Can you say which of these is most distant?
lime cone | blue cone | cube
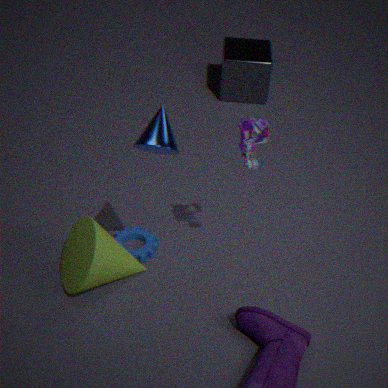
cube
